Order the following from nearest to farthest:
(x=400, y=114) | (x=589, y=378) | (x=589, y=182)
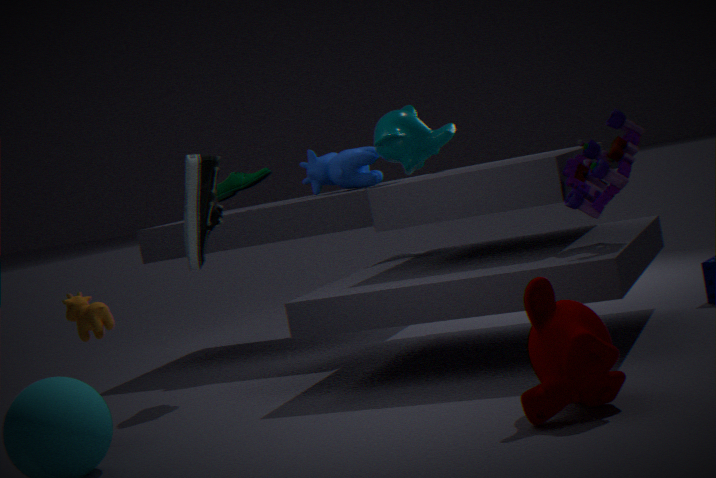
(x=589, y=378), (x=589, y=182), (x=400, y=114)
